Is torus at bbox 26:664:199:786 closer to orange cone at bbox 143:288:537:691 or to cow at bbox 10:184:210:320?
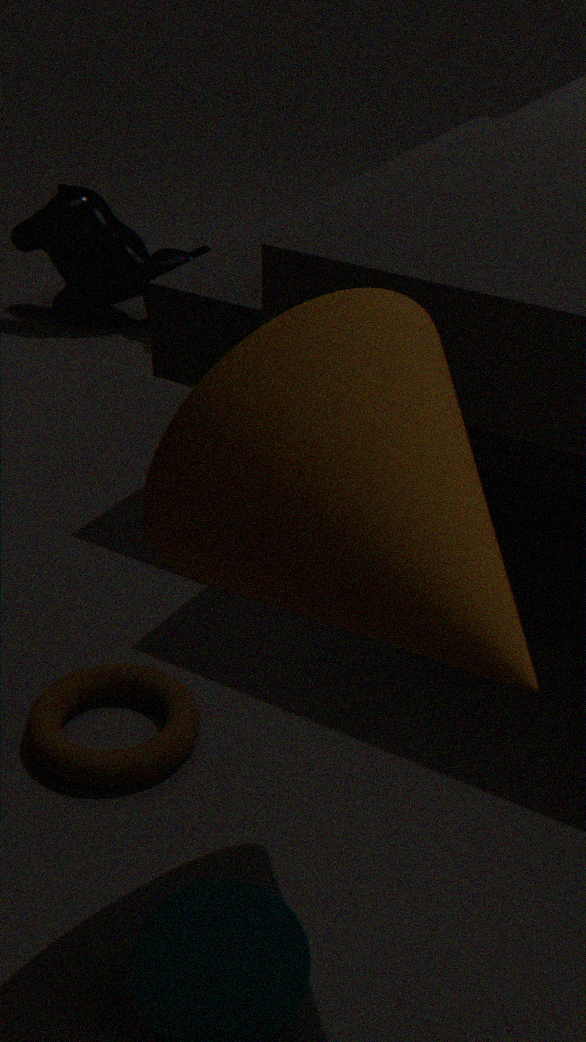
orange cone at bbox 143:288:537:691
